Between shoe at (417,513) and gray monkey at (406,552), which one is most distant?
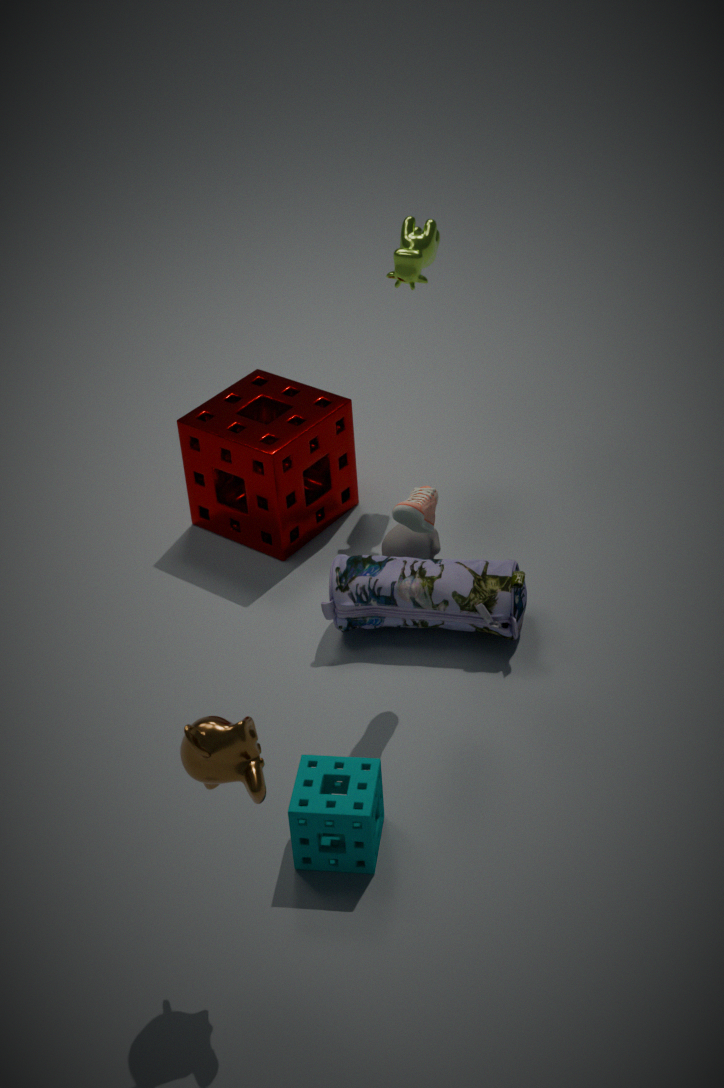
gray monkey at (406,552)
